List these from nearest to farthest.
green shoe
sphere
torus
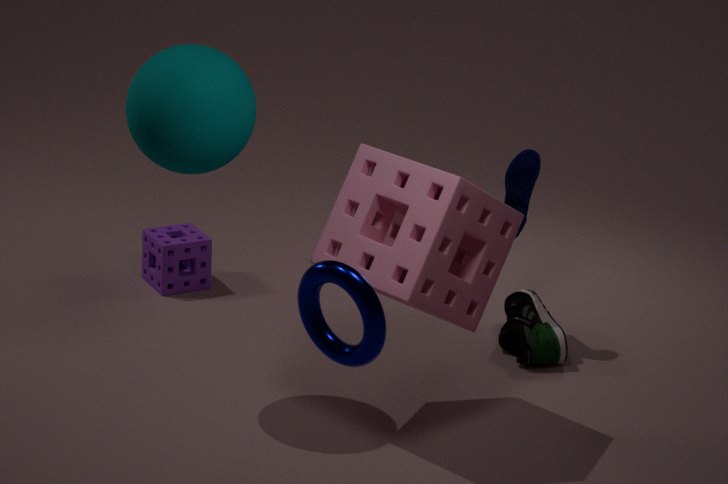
torus
sphere
green shoe
